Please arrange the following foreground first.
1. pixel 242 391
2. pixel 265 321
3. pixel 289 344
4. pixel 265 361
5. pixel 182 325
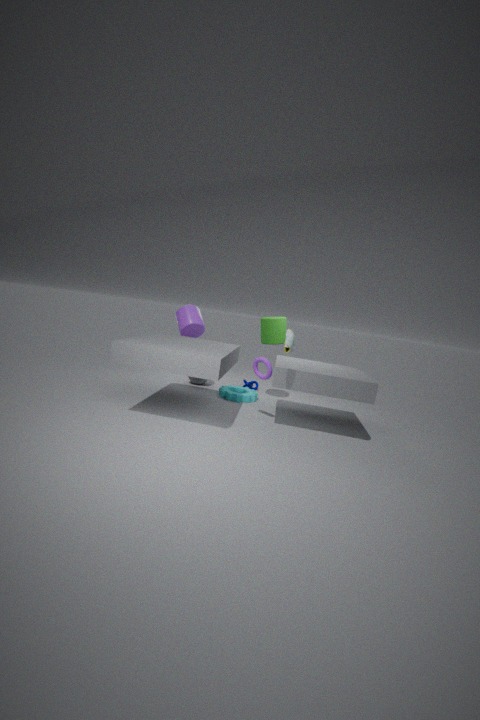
1. pixel 289 344
2. pixel 265 361
3. pixel 265 321
4. pixel 182 325
5. pixel 242 391
